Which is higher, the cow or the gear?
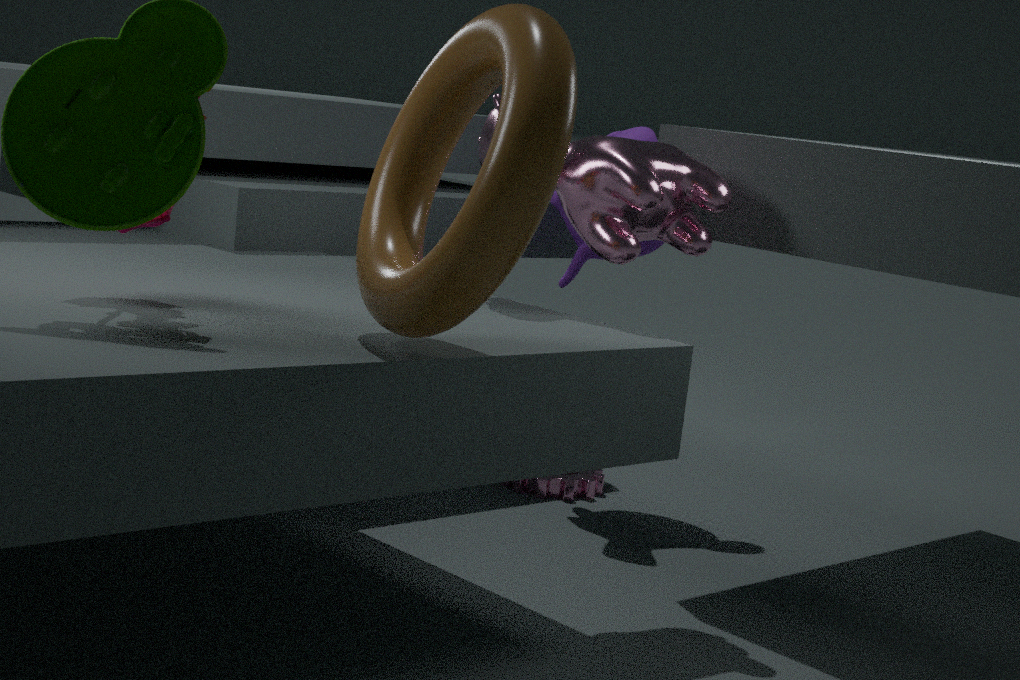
the cow
